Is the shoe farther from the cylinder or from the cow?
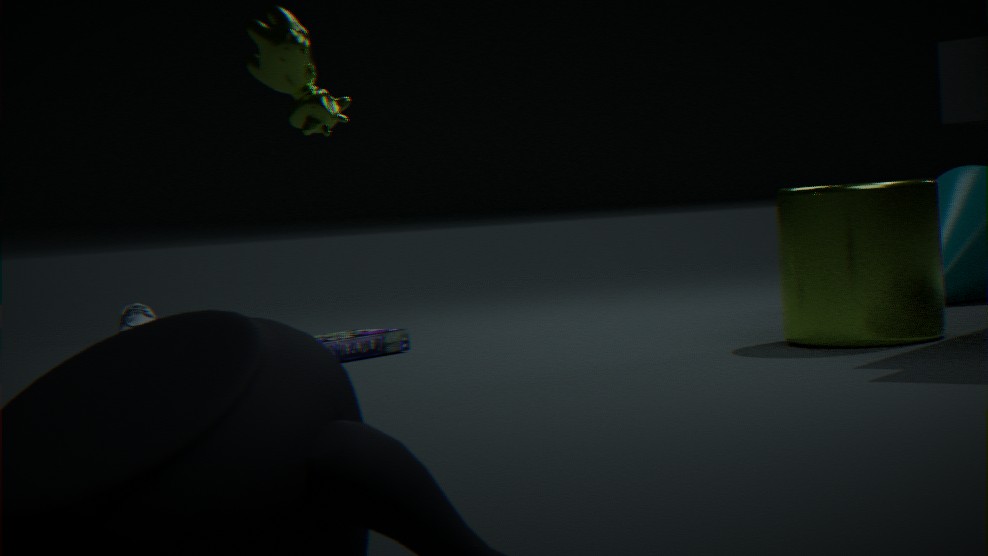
the cylinder
